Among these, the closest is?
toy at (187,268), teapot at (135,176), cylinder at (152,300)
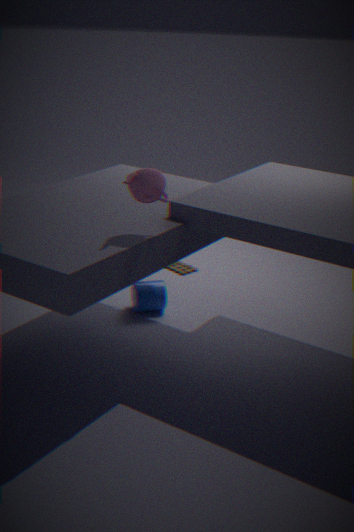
teapot at (135,176)
